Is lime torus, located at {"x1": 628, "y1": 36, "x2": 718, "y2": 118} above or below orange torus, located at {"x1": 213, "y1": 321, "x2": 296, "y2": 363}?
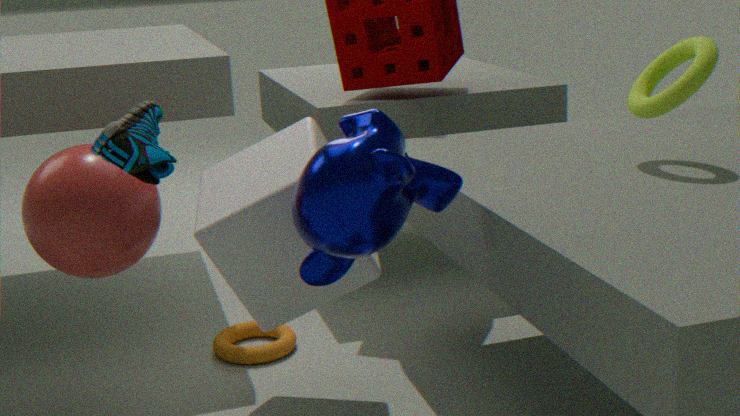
above
